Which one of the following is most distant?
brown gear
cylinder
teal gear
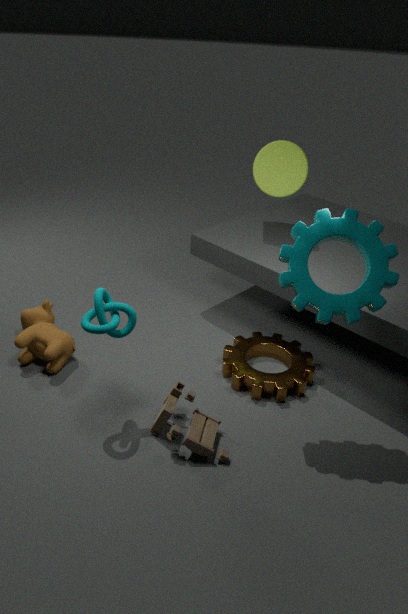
cylinder
